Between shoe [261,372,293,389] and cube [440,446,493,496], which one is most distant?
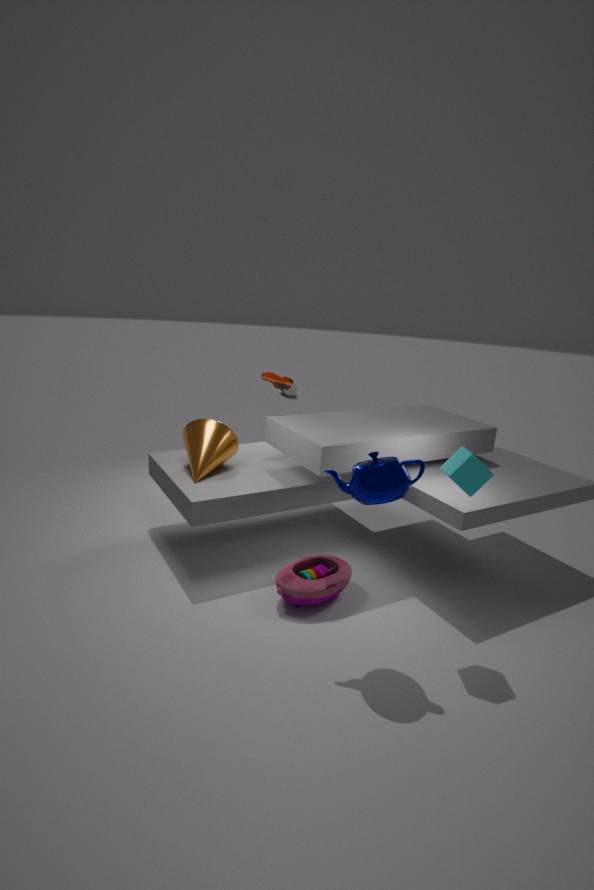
shoe [261,372,293,389]
